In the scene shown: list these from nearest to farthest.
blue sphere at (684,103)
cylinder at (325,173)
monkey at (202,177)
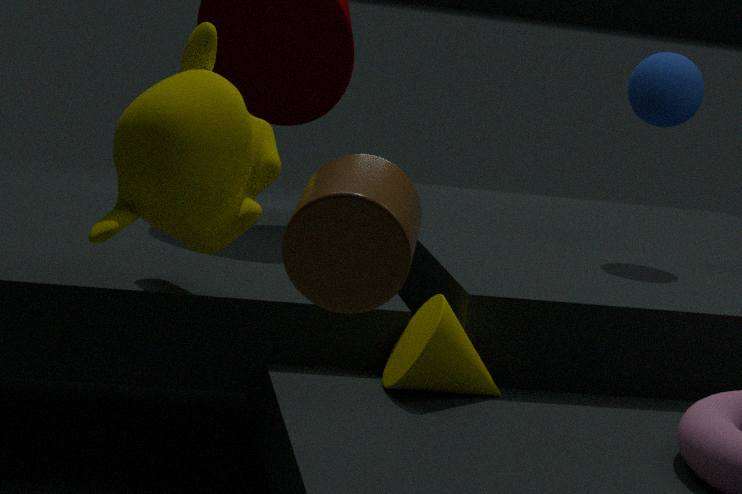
cylinder at (325,173) → monkey at (202,177) → blue sphere at (684,103)
